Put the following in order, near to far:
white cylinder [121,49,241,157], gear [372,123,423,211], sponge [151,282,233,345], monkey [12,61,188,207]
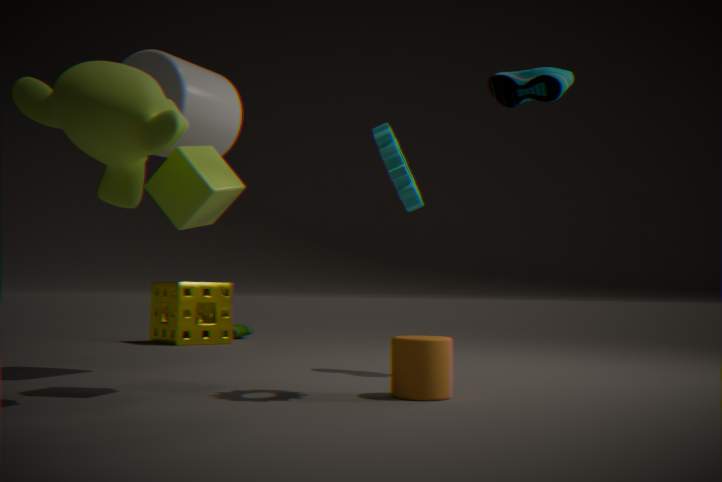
1. monkey [12,61,188,207]
2. gear [372,123,423,211]
3. white cylinder [121,49,241,157]
4. sponge [151,282,233,345]
